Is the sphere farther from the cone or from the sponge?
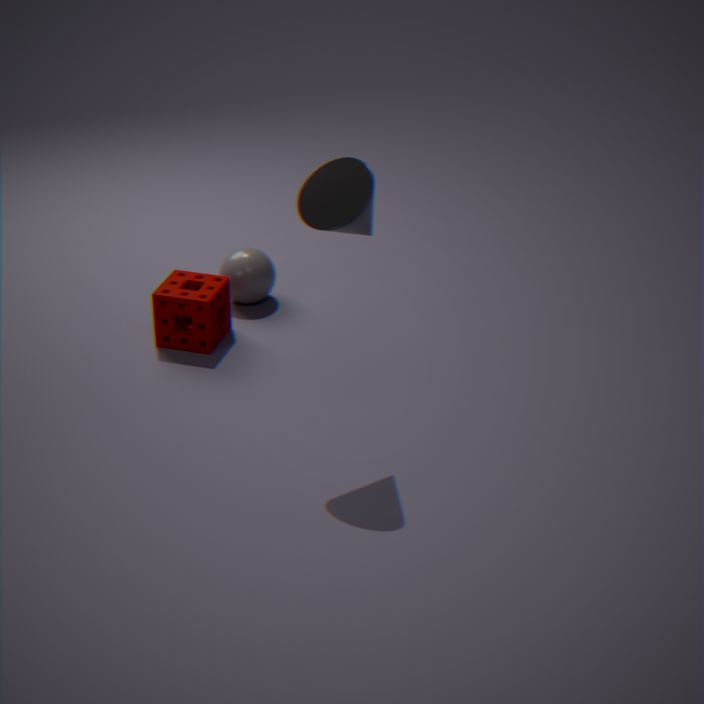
the cone
